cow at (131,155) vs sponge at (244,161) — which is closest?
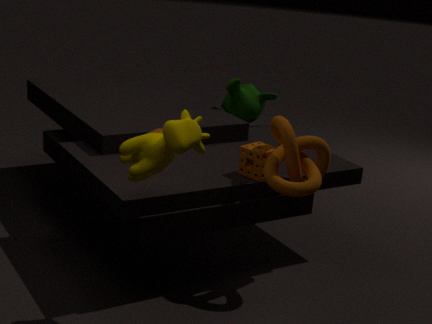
cow at (131,155)
